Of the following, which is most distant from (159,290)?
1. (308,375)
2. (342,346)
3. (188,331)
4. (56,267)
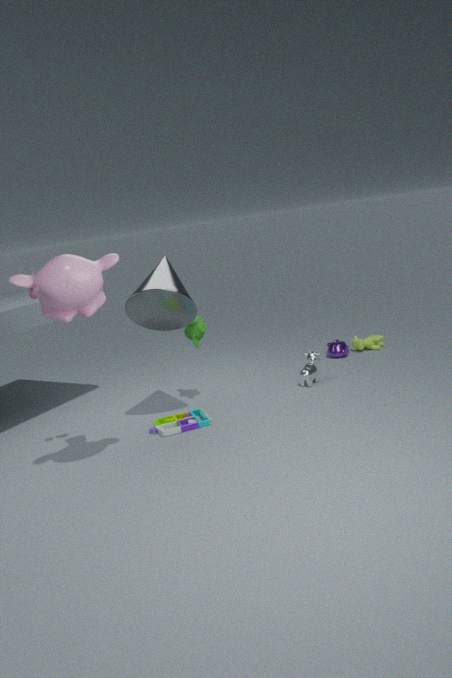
(342,346)
